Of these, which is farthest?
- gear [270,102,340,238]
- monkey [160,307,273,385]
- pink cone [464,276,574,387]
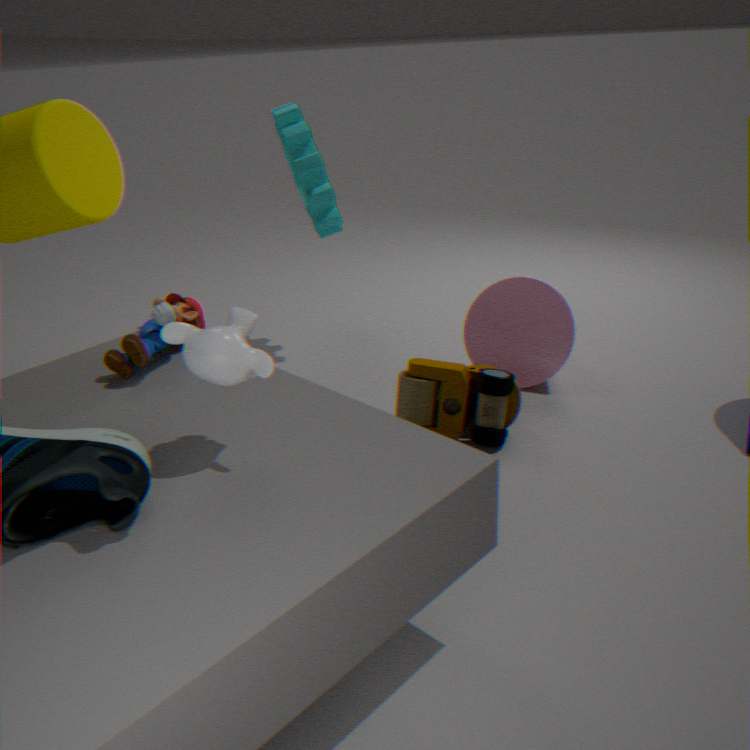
gear [270,102,340,238]
